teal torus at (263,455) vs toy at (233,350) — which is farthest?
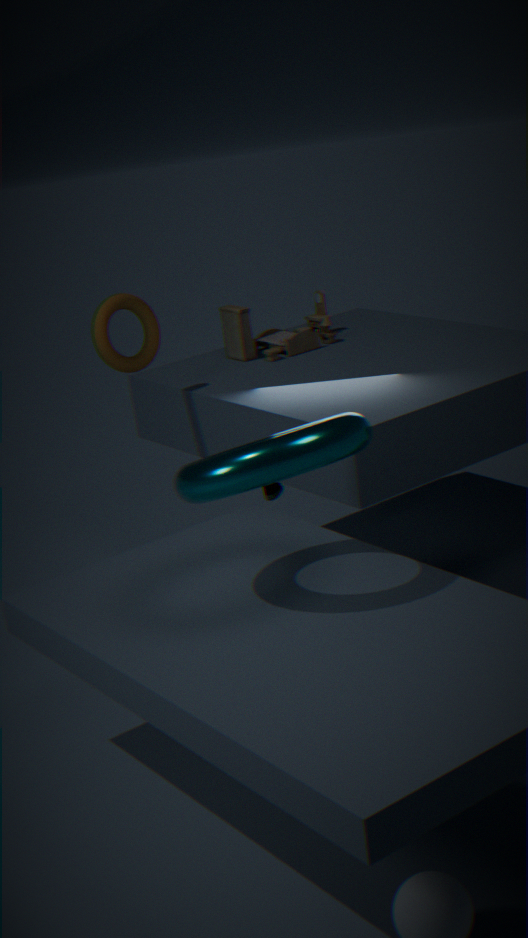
toy at (233,350)
